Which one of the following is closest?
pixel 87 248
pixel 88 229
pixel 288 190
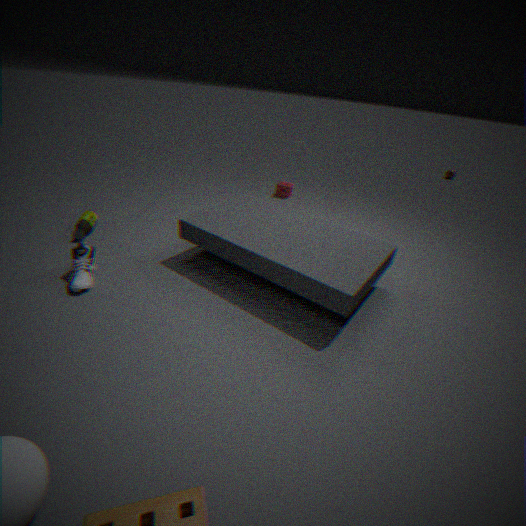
pixel 87 248
